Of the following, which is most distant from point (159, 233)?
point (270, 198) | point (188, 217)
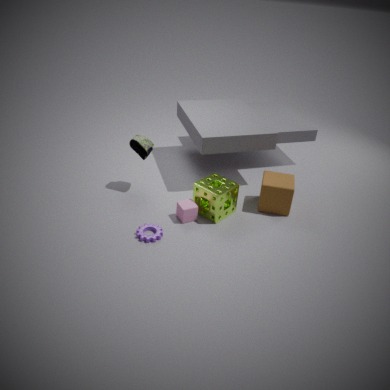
point (270, 198)
